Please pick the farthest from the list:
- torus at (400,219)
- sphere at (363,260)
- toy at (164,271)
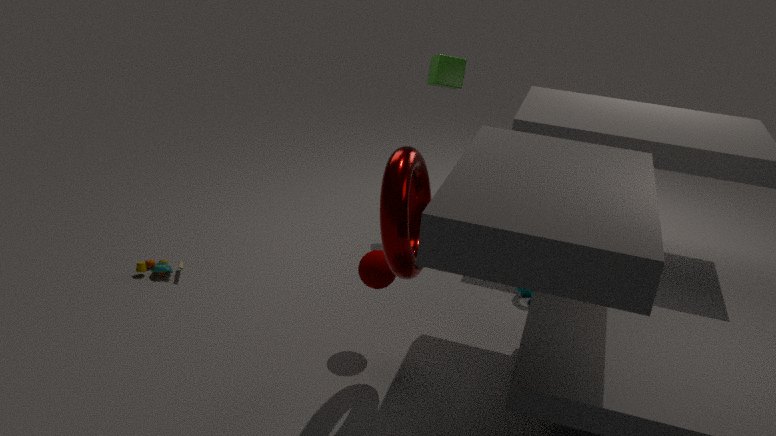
toy at (164,271)
